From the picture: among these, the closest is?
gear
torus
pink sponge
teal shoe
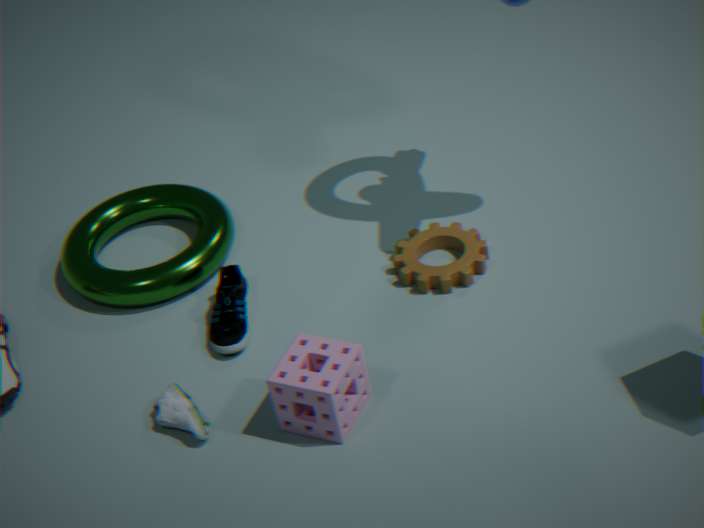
pink sponge
